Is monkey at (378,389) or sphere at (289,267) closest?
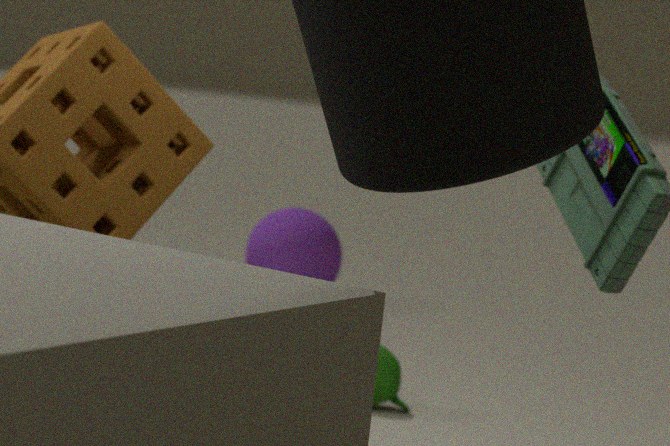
monkey at (378,389)
